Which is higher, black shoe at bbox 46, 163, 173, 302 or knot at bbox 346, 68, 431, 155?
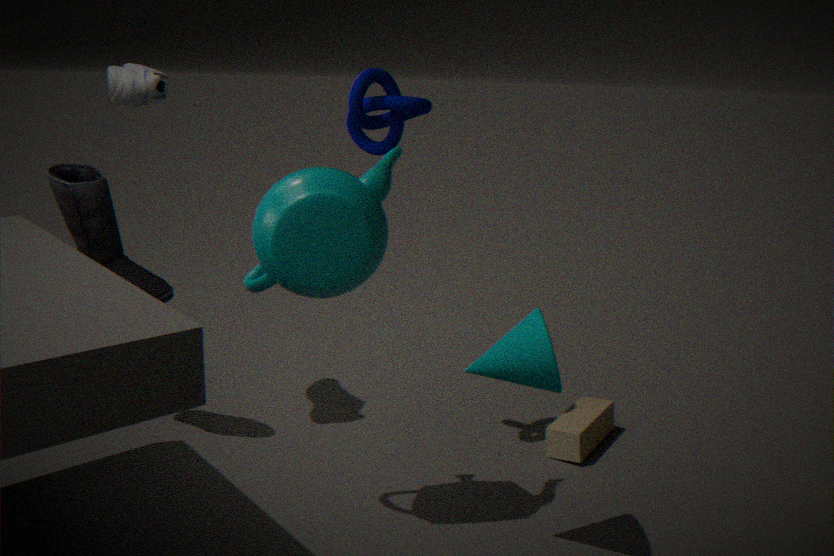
knot at bbox 346, 68, 431, 155
